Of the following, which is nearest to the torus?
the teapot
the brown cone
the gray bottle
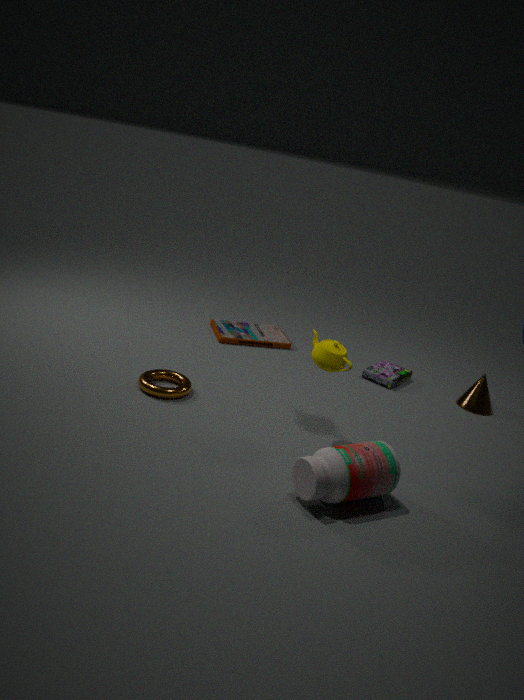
the teapot
